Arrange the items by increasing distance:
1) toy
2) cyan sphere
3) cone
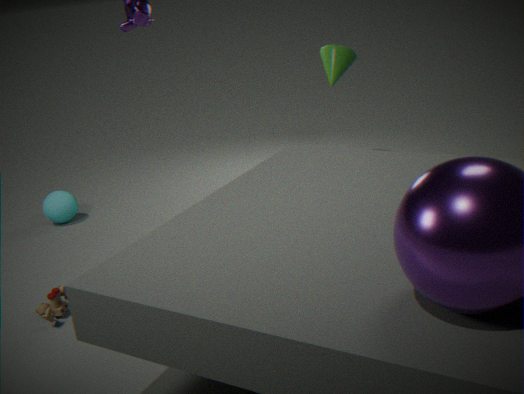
1. toy
2. cyan sphere
3. cone
